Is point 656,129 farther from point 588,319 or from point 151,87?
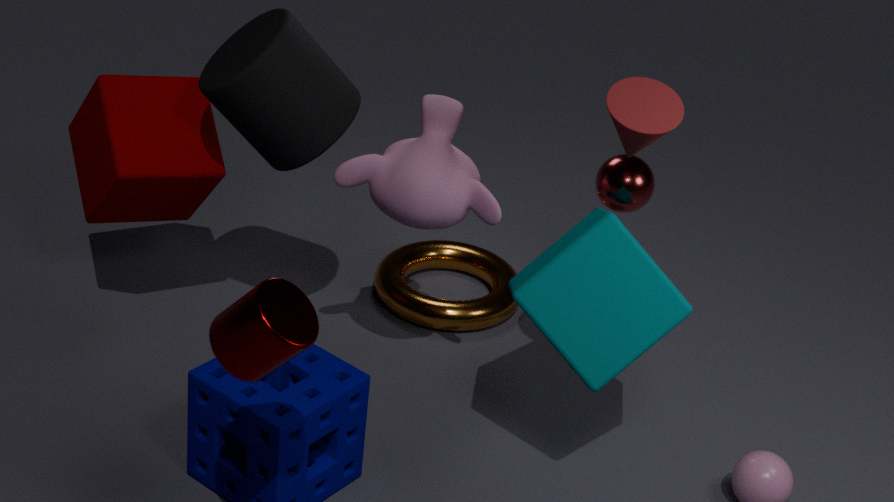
point 151,87
